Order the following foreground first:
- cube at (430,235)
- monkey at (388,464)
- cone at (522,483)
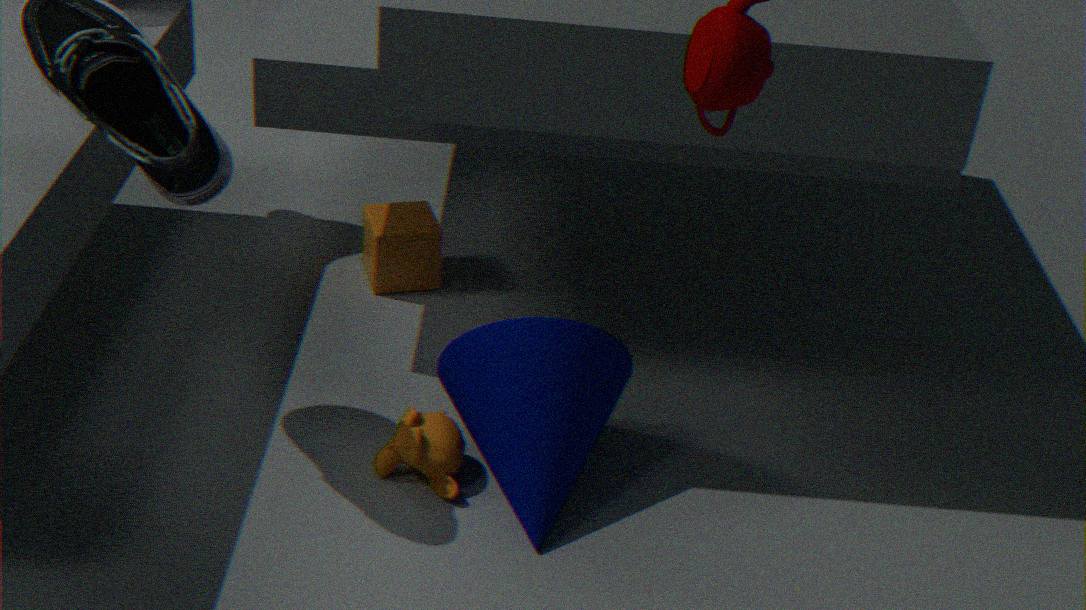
cone at (522,483) → monkey at (388,464) → cube at (430,235)
